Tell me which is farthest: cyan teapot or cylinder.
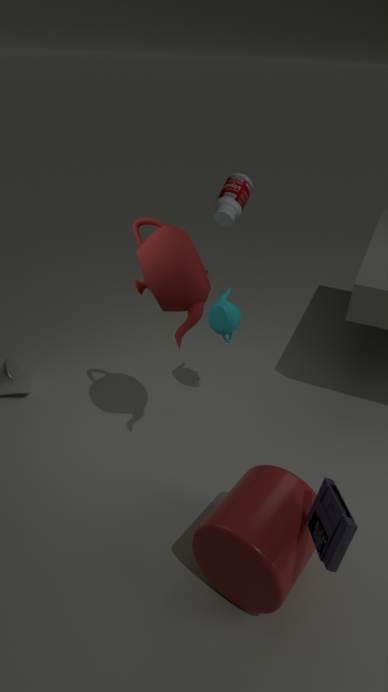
cyan teapot
